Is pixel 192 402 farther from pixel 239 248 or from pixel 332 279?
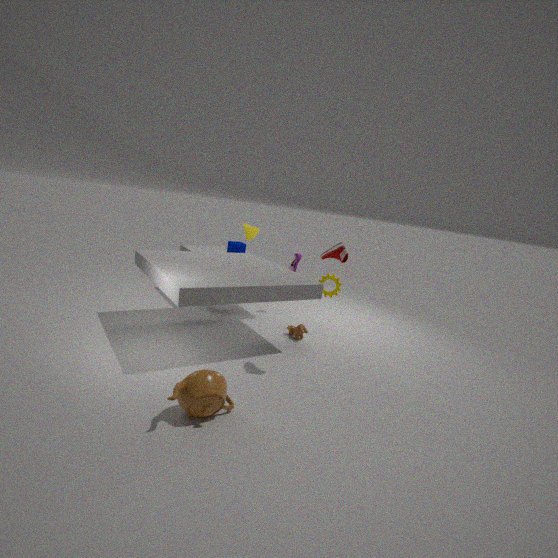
pixel 239 248
